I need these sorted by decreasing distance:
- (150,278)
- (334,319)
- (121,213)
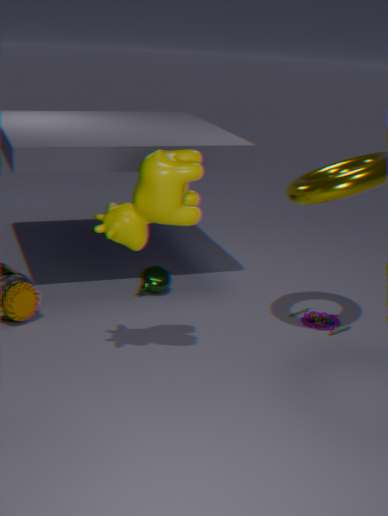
(150,278)
(334,319)
(121,213)
